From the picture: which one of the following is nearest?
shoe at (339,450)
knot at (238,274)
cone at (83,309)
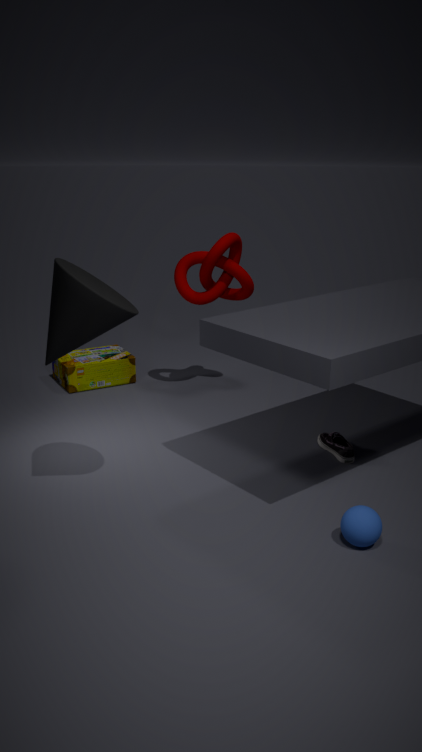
cone at (83,309)
